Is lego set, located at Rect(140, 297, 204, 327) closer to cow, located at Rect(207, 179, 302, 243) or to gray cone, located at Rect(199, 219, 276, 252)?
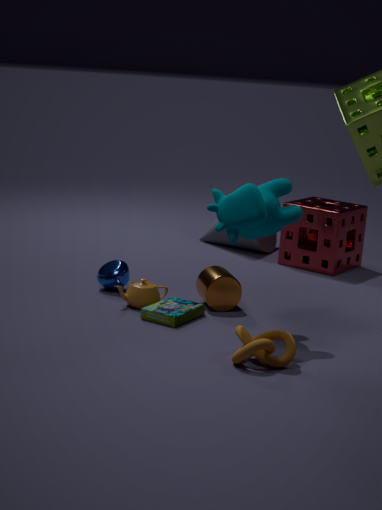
cow, located at Rect(207, 179, 302, 243)
